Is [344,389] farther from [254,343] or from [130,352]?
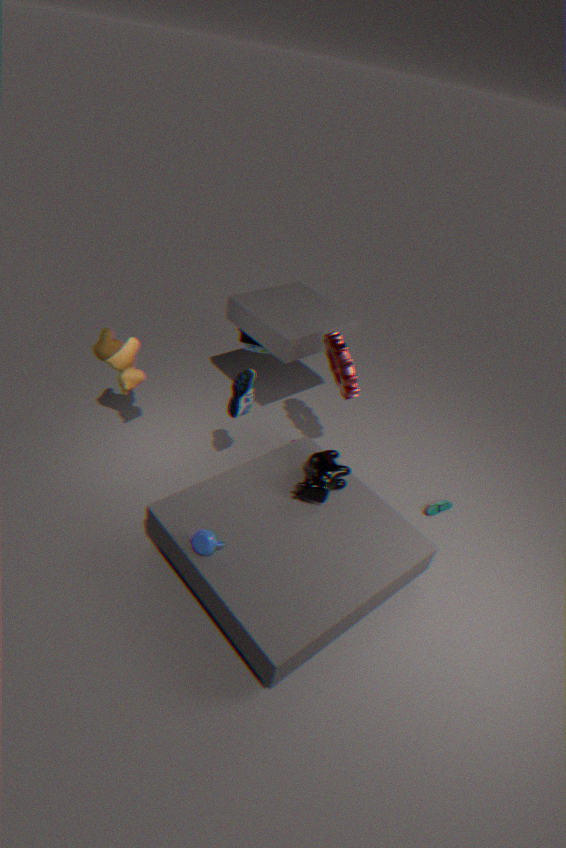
[130,352]
